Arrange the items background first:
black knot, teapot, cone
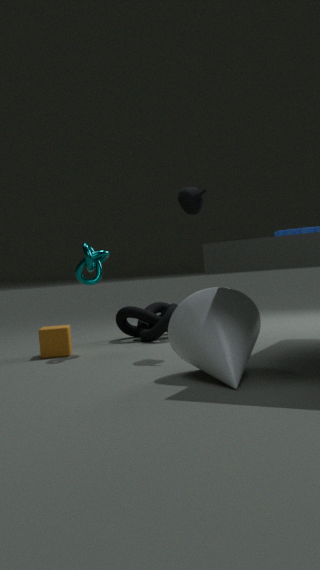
black knot
teapot
cone
